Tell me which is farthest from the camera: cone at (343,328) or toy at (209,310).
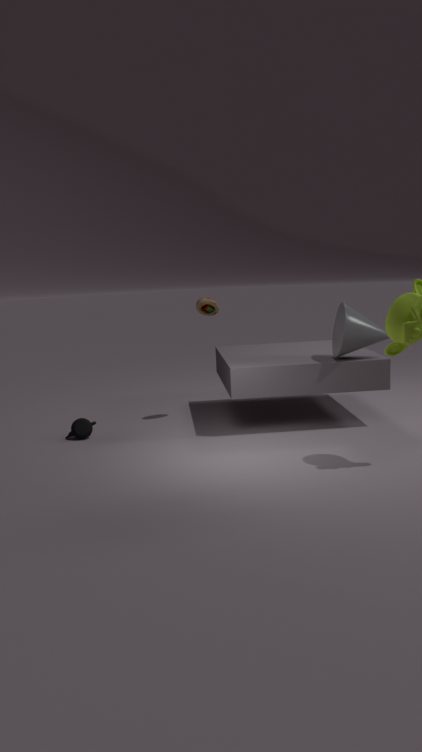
toy at (209,310)
